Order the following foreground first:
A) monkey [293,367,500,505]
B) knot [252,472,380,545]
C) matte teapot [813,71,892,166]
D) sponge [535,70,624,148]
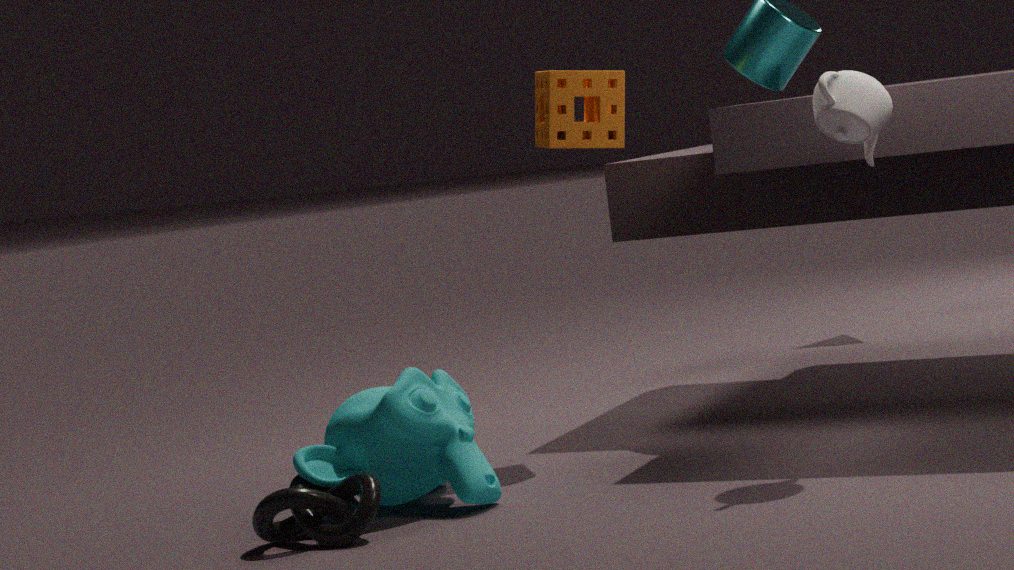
knot [252,472,380,545] < matte teapot [813,71,892,166] < monkey [293,367,500,505] < sponge [535,70,624,148]
